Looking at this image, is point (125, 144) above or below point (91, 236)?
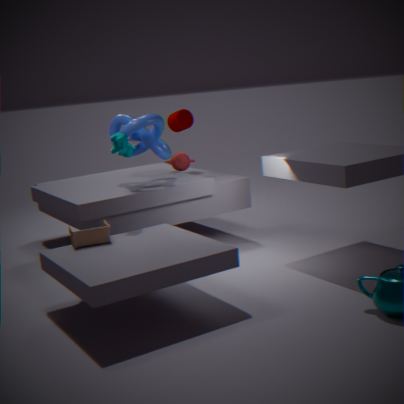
above
